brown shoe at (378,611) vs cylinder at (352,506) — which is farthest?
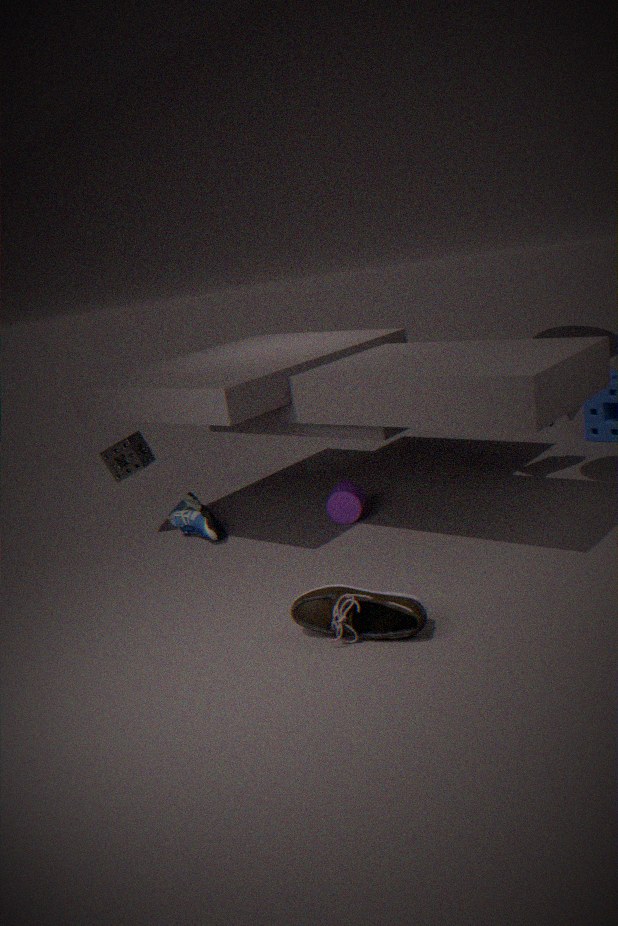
cylinder at (352,506)
